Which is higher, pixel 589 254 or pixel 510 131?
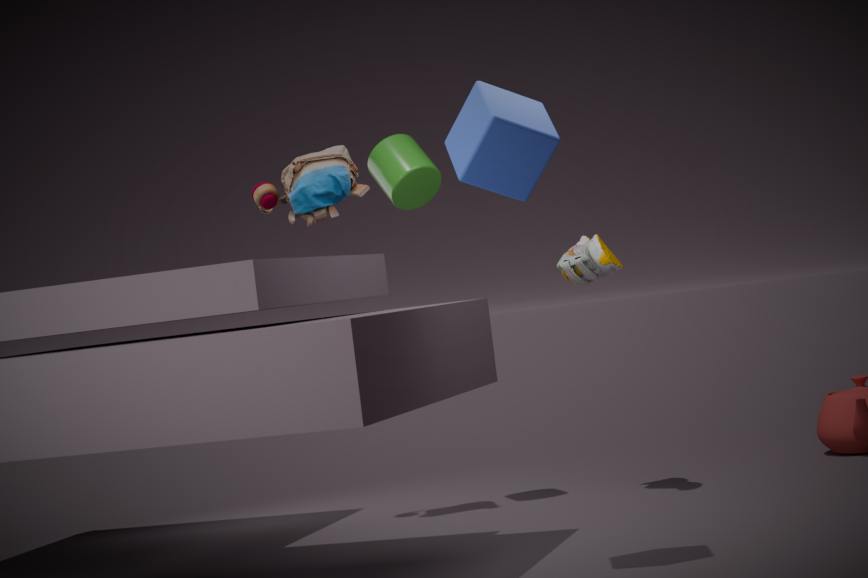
pixel 510 131
